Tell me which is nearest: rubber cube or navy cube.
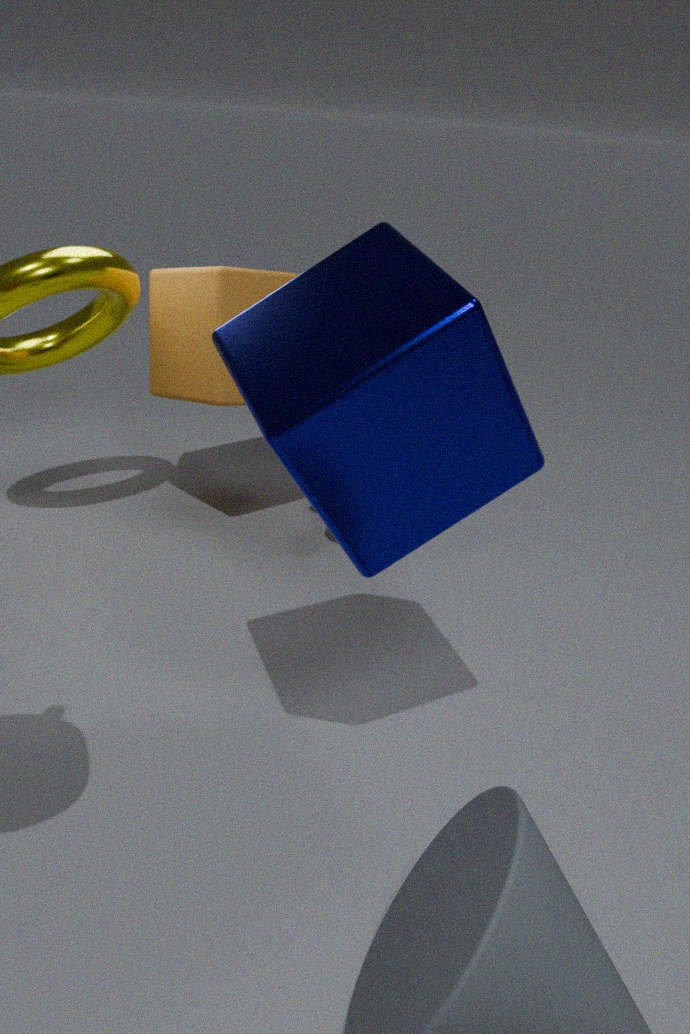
navy cube
